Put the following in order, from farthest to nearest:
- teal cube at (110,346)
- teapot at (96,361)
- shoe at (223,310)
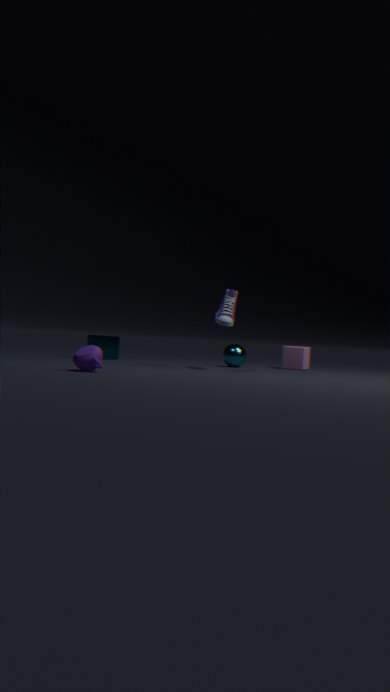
teal cube at (110,346), shoe at (223,310), teapot at (96,361)
